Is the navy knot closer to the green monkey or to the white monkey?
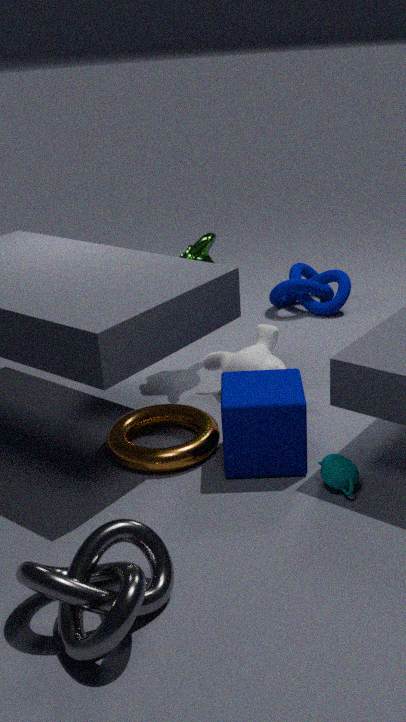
the green monkey
